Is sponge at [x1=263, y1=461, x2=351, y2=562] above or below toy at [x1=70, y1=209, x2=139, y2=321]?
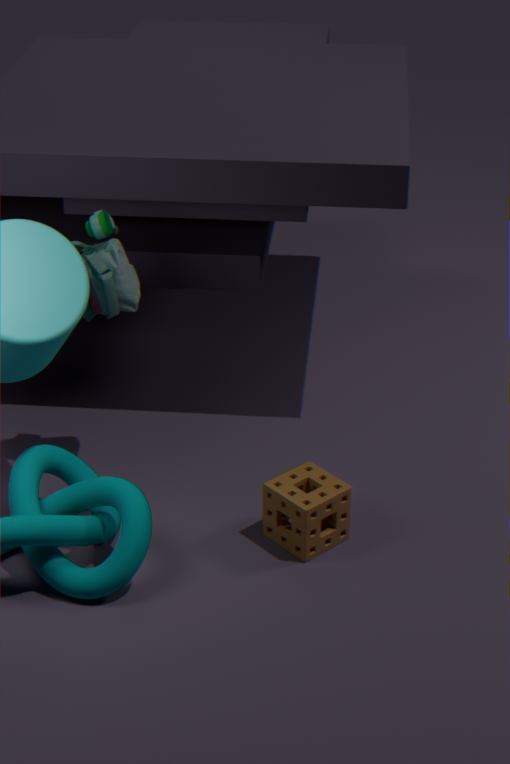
below
